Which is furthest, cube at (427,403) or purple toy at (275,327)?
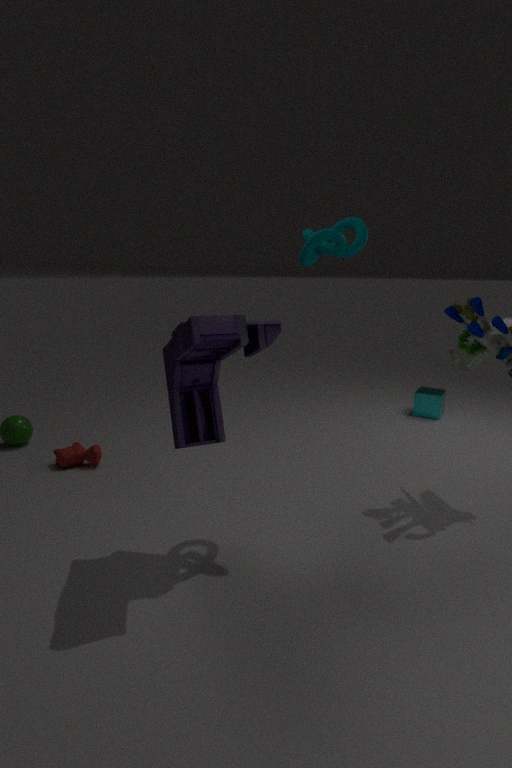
cube at (427,403)
